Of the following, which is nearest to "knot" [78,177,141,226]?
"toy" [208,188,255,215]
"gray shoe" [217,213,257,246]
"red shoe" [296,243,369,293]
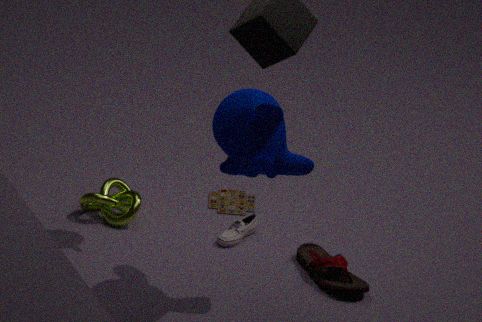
"toy" [208,188,255,215]
